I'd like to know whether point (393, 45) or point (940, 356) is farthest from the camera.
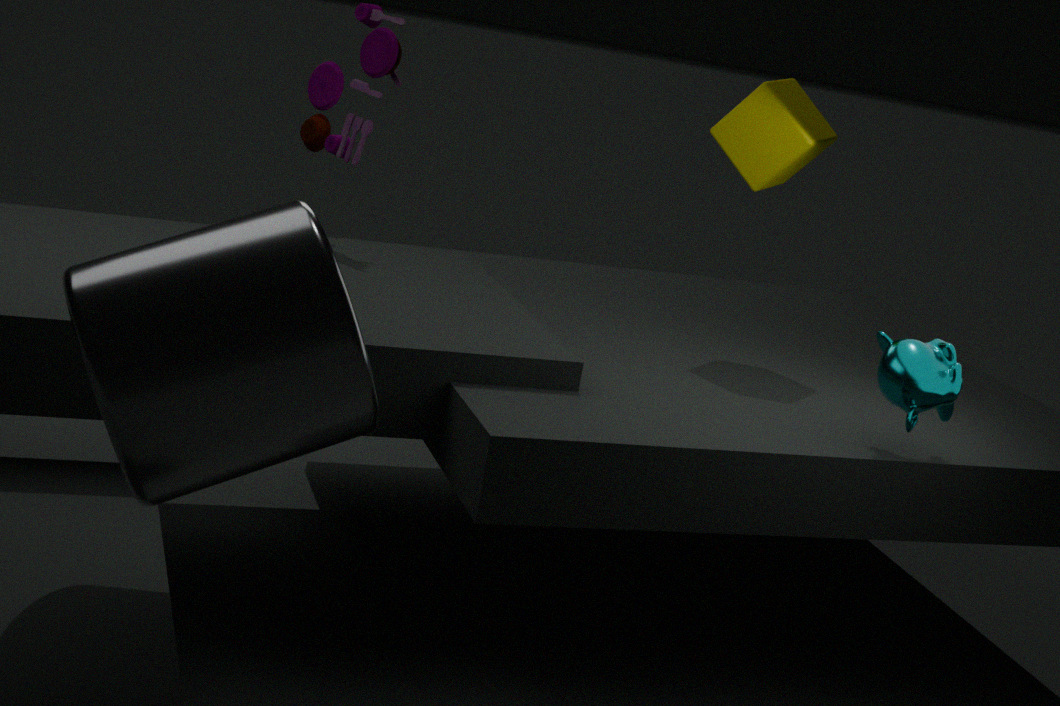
point (393, 45)
